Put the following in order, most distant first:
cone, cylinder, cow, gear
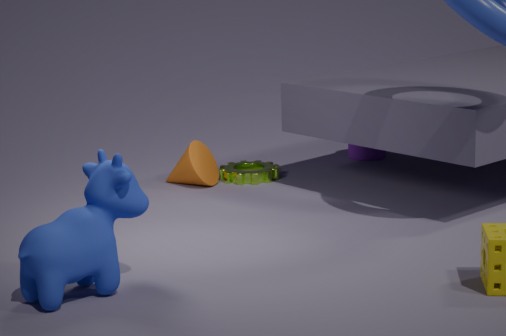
cylinder → gear → cone → cow
